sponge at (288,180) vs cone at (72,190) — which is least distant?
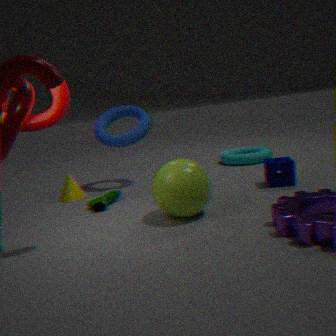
sponge at (288,180)
